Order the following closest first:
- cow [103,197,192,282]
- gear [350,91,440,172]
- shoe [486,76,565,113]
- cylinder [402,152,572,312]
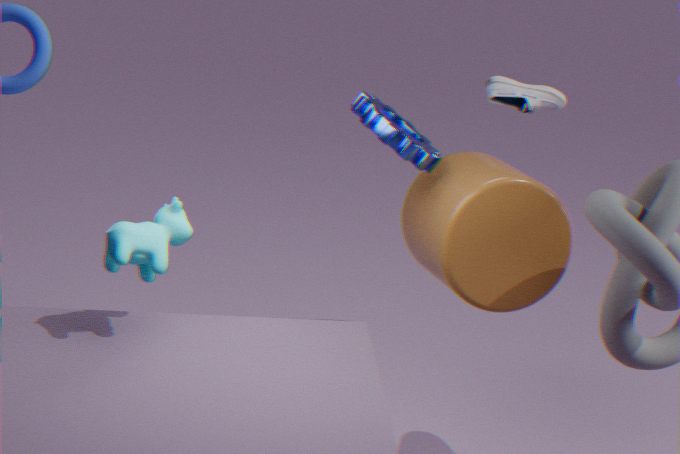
cow [103,197,192,282]
cylinder [402,152,572,312]
gear [350,91,440,172]
shoe [486,76,565,113]
